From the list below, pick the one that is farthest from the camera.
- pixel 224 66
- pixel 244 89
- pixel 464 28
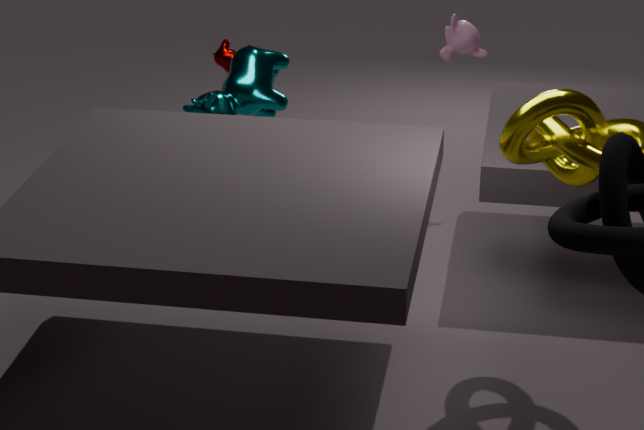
pixel 224 66
